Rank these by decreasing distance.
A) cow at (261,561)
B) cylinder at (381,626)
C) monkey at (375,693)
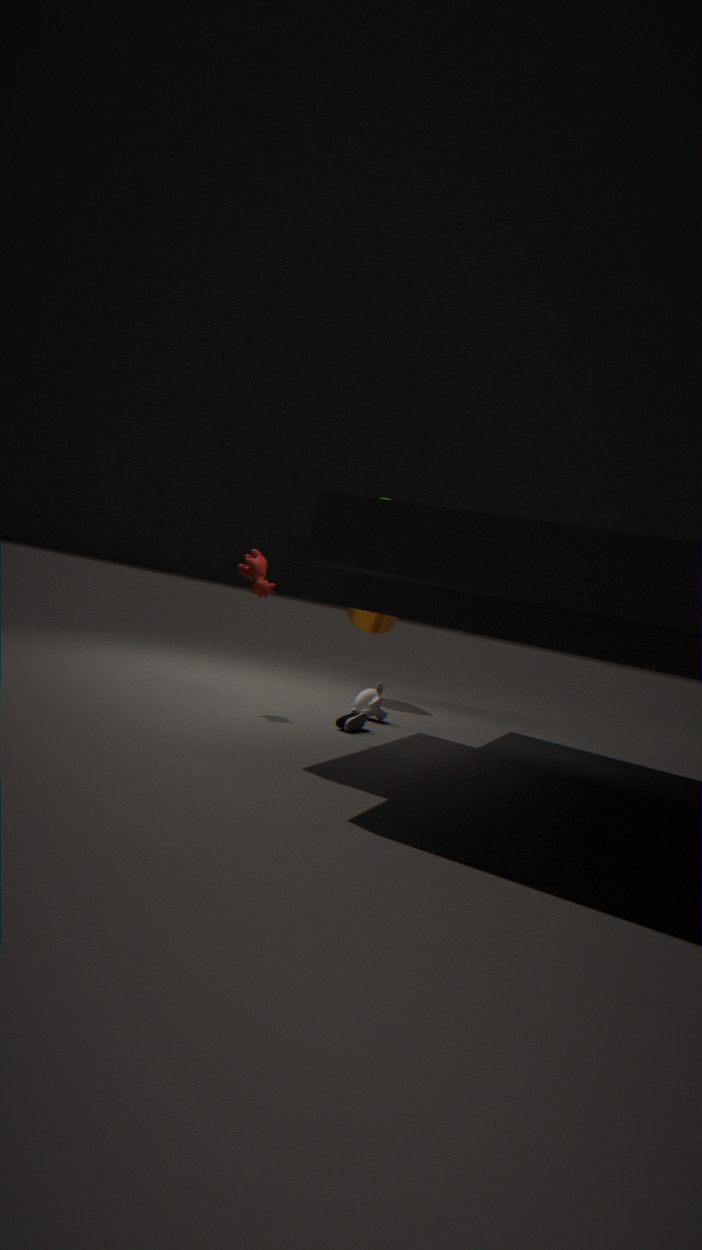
cylinder at (381,626) < monkey at (375,693) < cow at (261,561)
